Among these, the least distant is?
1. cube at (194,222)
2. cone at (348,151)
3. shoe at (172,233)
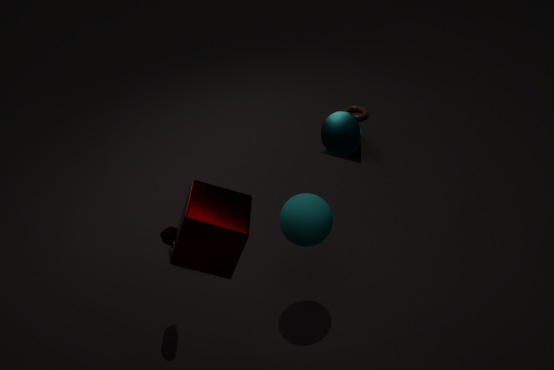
cube at (194,222)
